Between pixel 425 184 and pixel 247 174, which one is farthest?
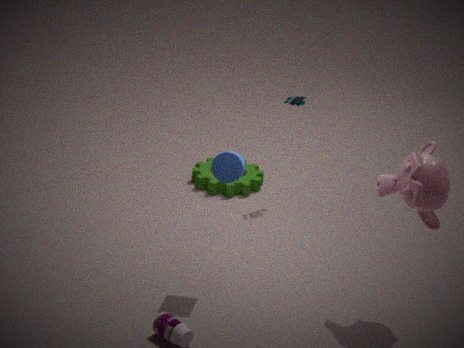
pixel 247 174
